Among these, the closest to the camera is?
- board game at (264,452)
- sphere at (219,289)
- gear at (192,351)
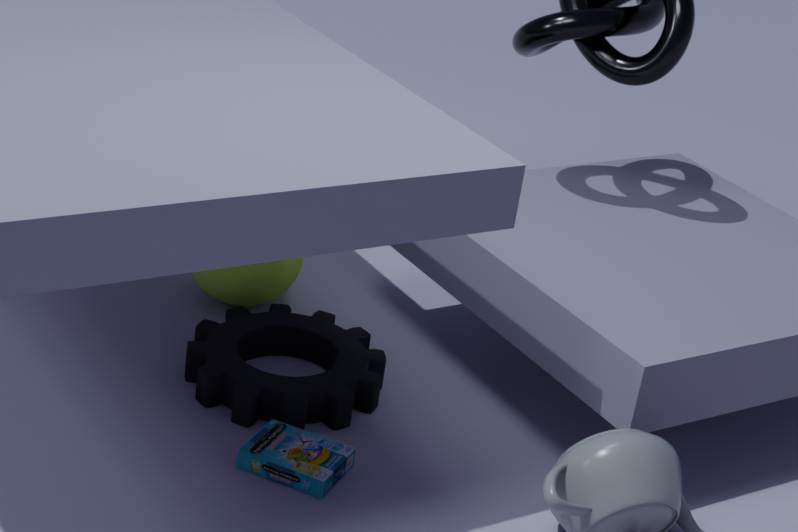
board game at (264,452)
